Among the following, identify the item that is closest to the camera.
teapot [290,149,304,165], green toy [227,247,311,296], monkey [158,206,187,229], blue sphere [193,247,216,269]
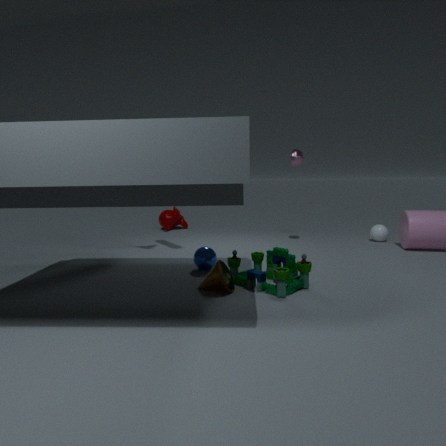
green toy [227,247,311,296]
